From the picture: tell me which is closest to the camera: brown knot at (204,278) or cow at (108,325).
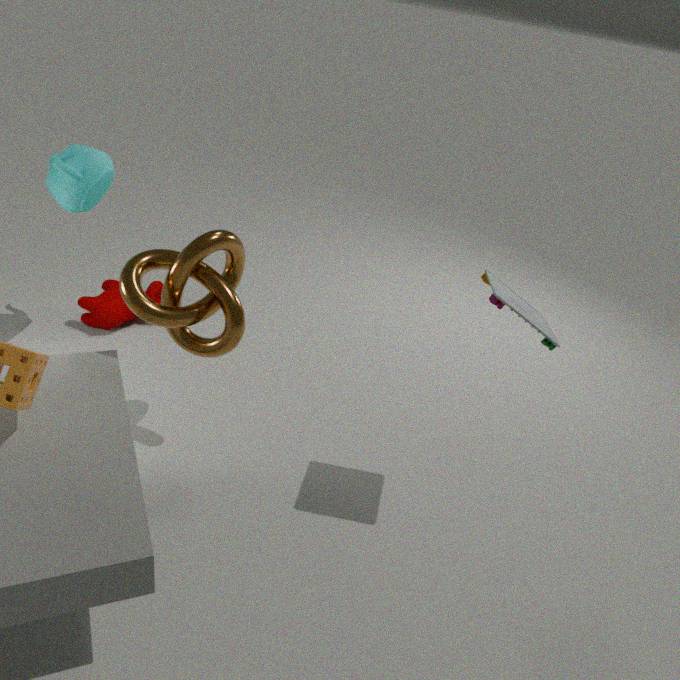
brown knot at (204,278)
